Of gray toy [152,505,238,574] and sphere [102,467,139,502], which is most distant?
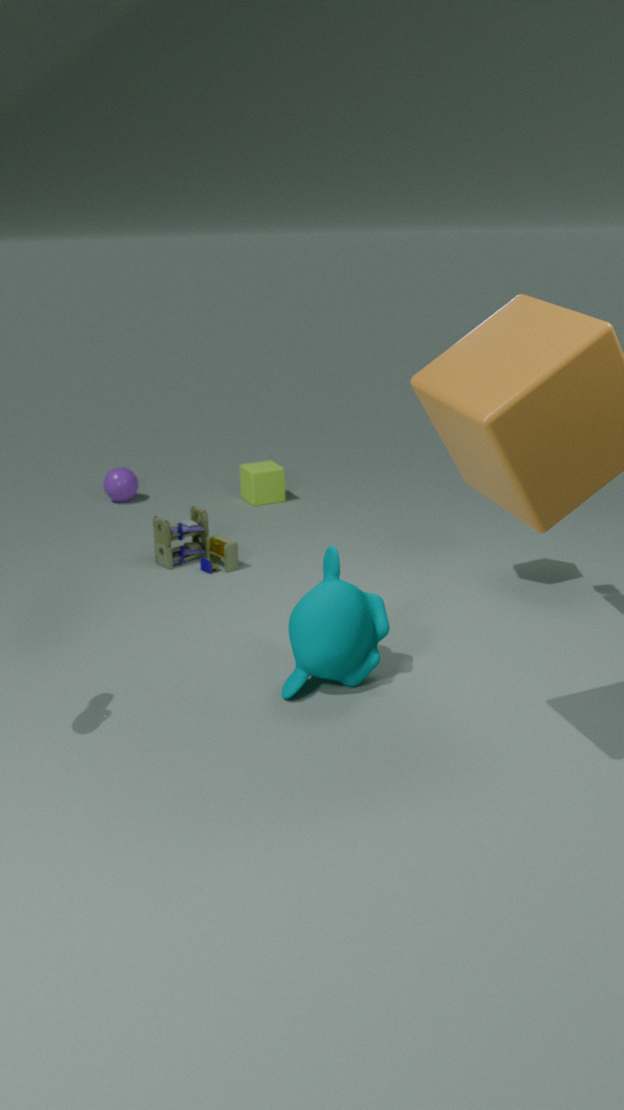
sphere [102,467,139,502]
